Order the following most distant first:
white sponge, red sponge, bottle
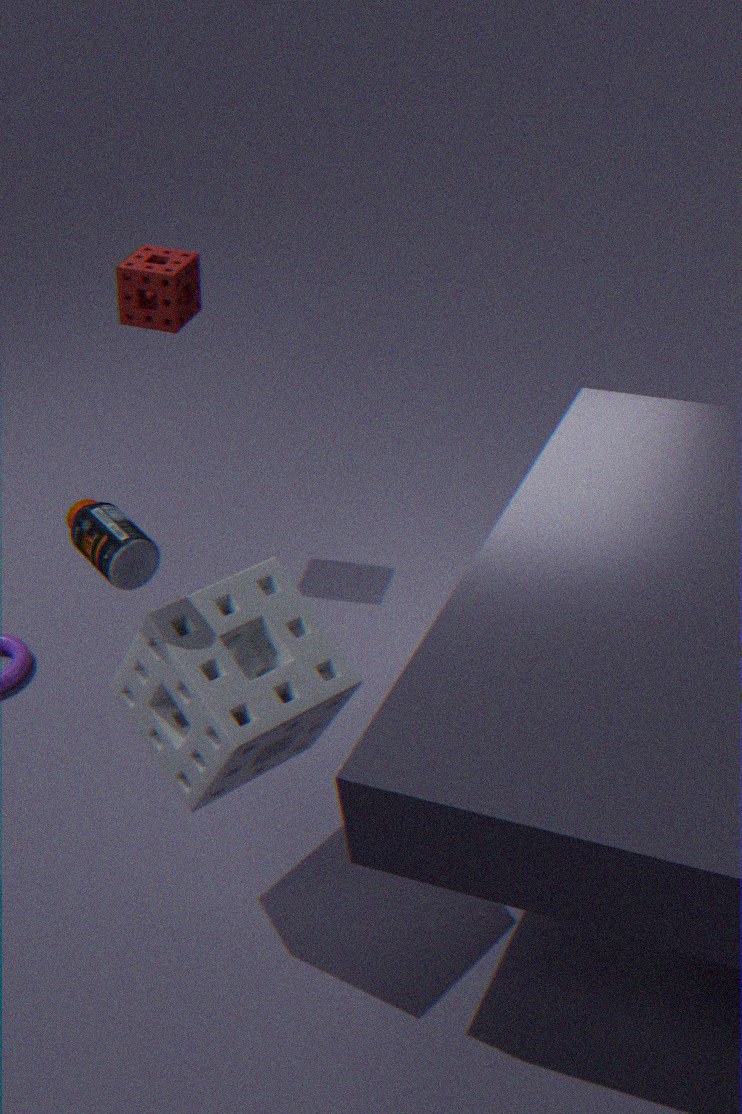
red sponge < white sponge < bottle
